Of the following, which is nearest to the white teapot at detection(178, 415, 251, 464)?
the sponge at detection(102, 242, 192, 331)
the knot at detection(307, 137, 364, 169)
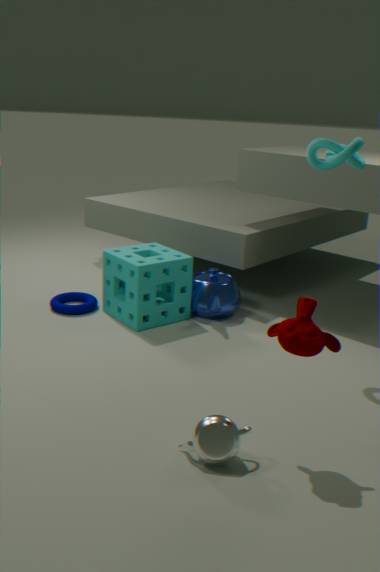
the sponge at detection(102, 242, 192, 331)
